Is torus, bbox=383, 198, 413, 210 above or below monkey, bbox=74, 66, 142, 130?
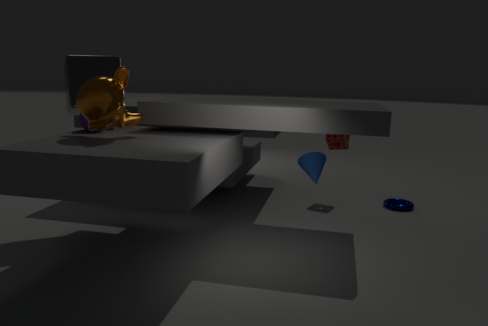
below
